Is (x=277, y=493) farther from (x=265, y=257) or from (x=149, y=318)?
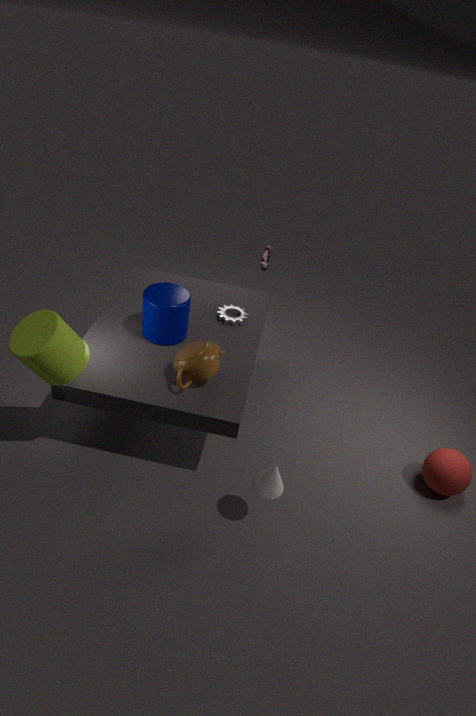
(x=265, y=257)
